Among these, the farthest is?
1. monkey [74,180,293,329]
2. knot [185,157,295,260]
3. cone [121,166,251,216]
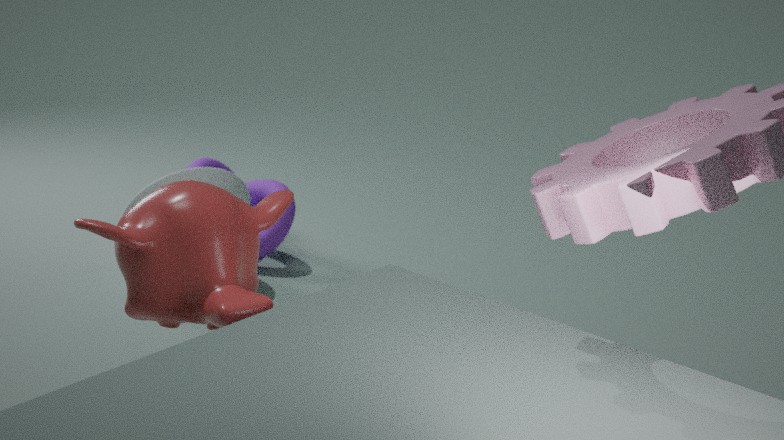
knot [185,157,295,260]
